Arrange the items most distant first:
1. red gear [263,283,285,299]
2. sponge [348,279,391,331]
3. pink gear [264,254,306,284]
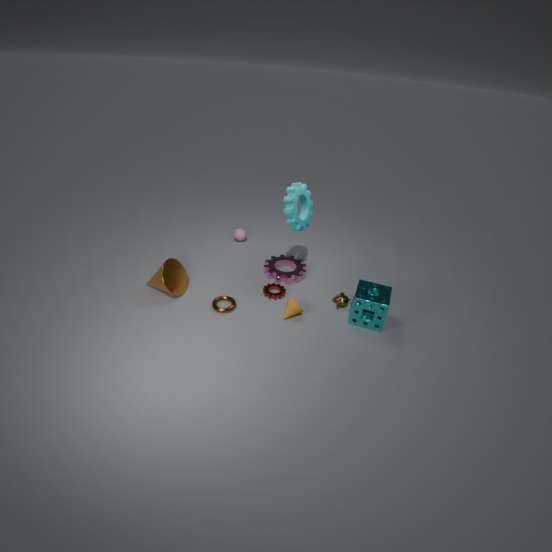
pink gear [264,254,306,284] < red gear [263,283,285,299] < sponge [348,279,391,331]
